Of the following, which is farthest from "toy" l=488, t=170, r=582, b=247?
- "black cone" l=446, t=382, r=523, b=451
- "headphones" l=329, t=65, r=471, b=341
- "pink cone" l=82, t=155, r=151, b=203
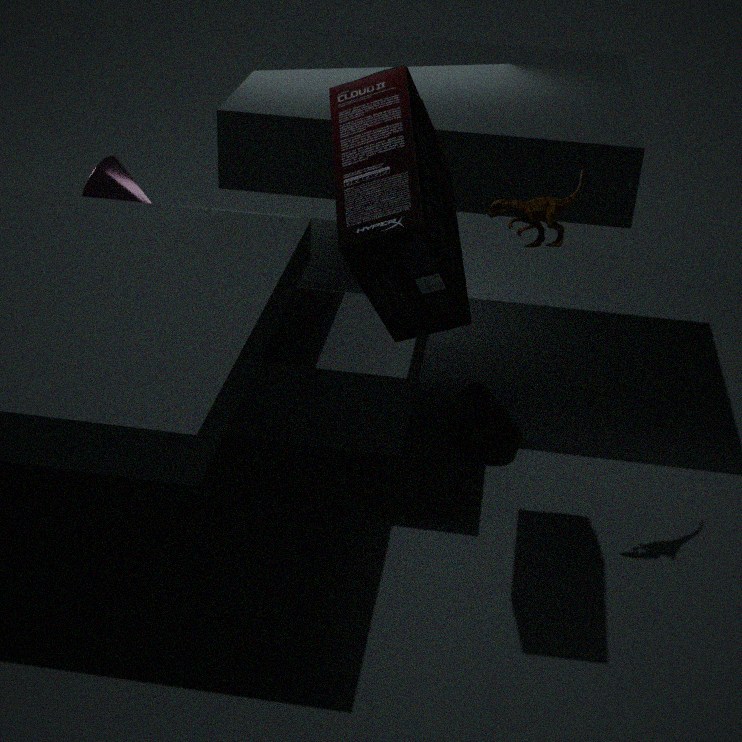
"pink cone" l=82, t=155, r=151, b=203
